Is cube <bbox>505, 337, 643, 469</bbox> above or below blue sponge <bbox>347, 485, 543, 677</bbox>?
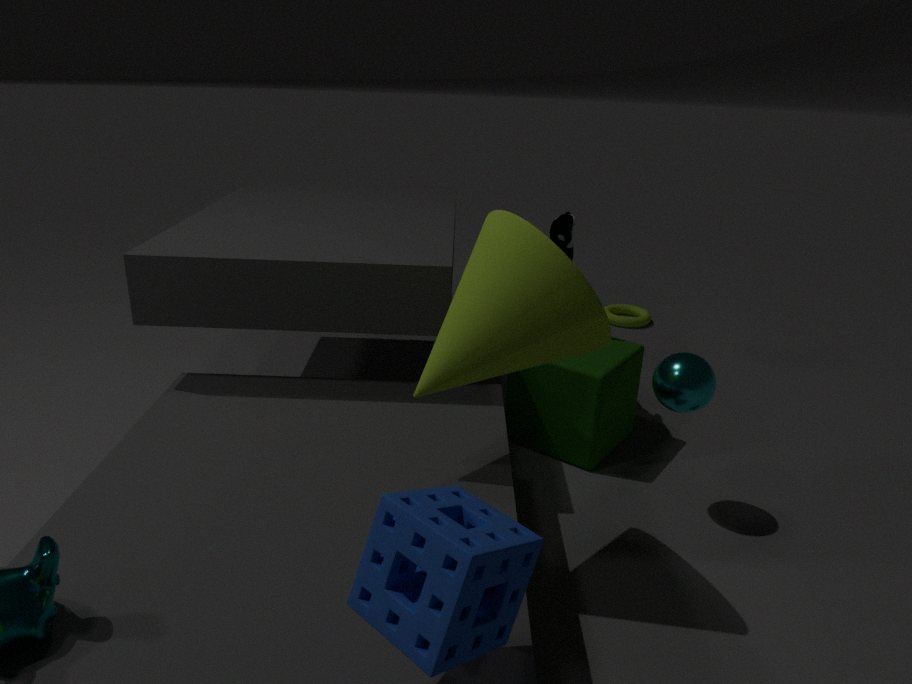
below
